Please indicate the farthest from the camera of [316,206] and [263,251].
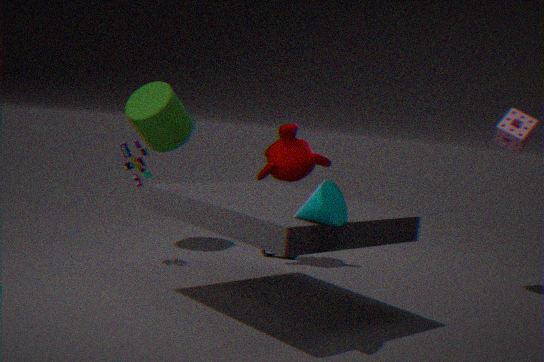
[263,251]
